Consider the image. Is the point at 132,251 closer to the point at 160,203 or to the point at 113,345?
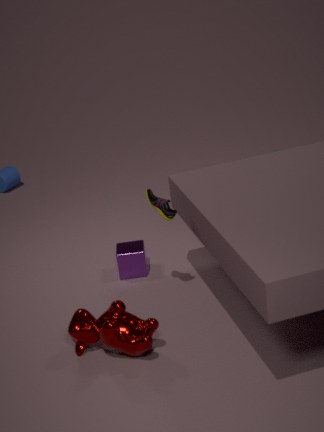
the point at 160,203
